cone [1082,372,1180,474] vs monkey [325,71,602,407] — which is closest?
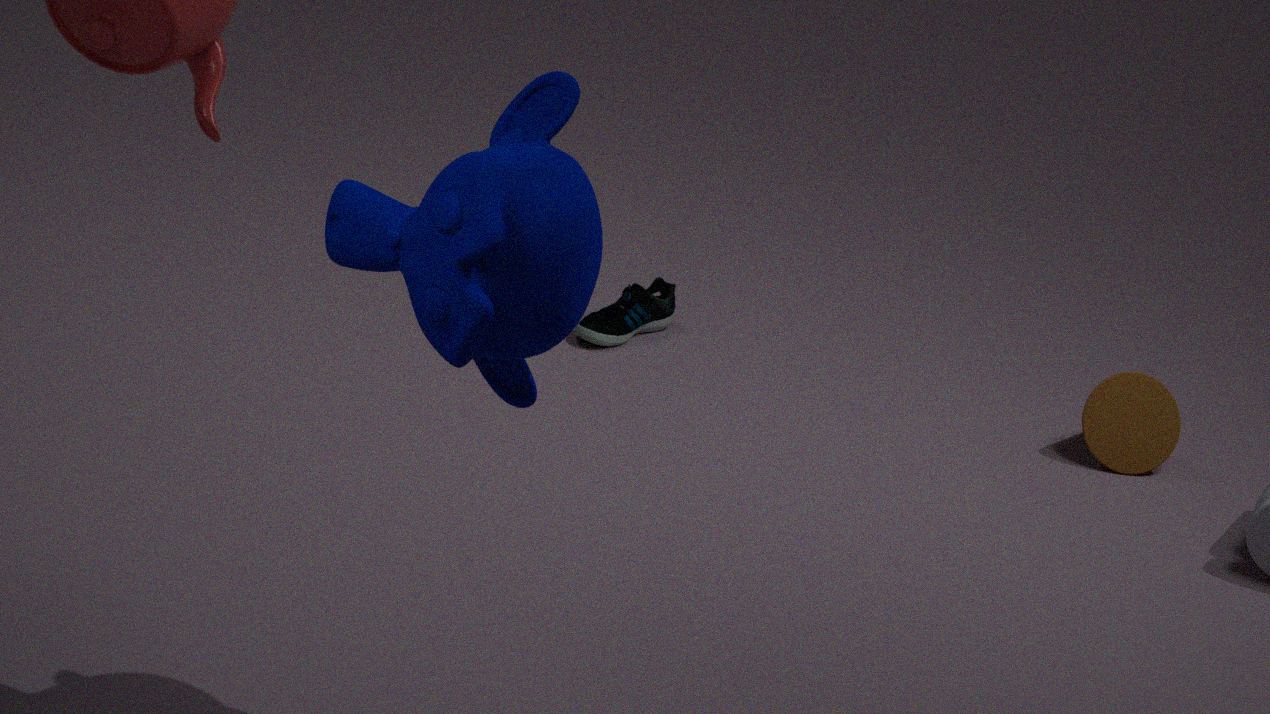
monkey [325,71,602,407]
